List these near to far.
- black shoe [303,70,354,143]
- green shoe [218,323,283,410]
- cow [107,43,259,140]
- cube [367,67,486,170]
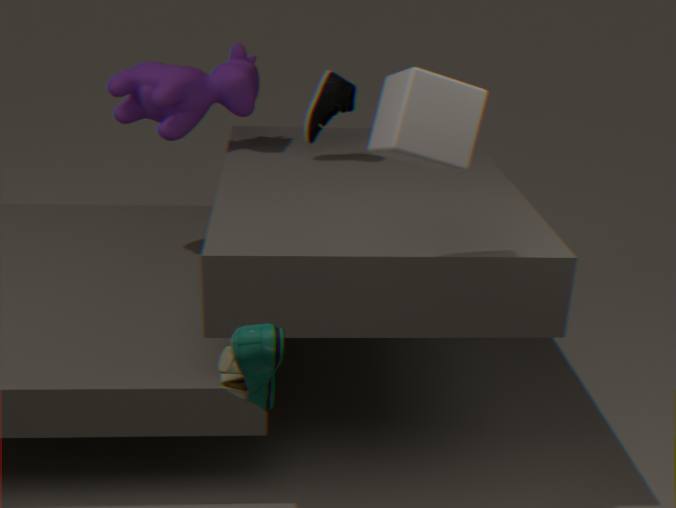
green shoe [218,323,283,410]
cube [367,67,486,170]
black shoe [303,70,354,143]
cow [107,43,259,140]
